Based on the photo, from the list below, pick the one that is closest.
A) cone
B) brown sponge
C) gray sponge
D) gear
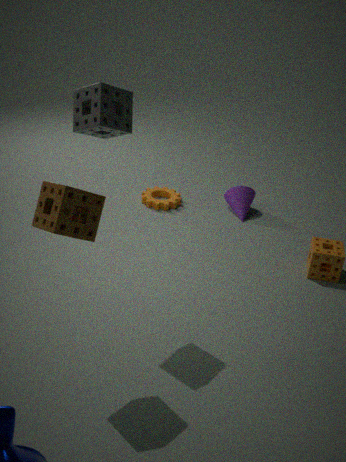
brown sponge
